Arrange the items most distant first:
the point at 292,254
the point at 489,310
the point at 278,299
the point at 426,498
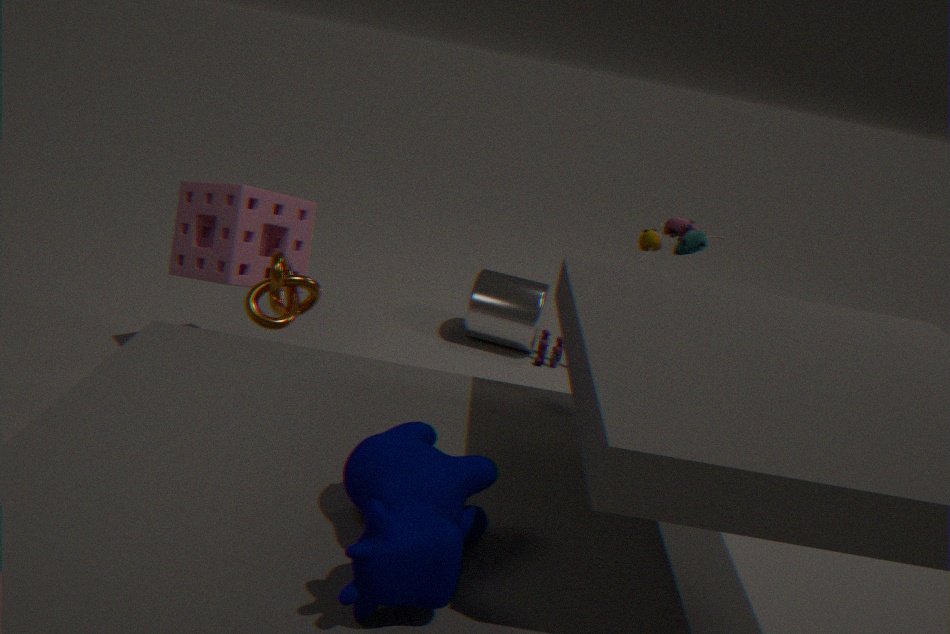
the point at 489,310 < the point at 292,254 < the point at 278,299 < the point at 426,498
